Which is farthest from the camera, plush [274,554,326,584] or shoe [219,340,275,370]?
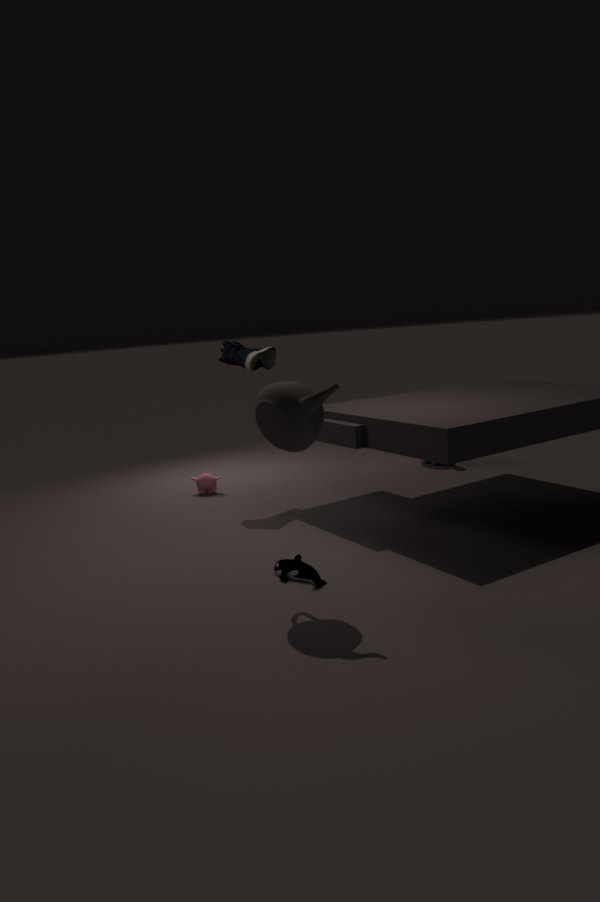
shoe [219,340,275,370]
